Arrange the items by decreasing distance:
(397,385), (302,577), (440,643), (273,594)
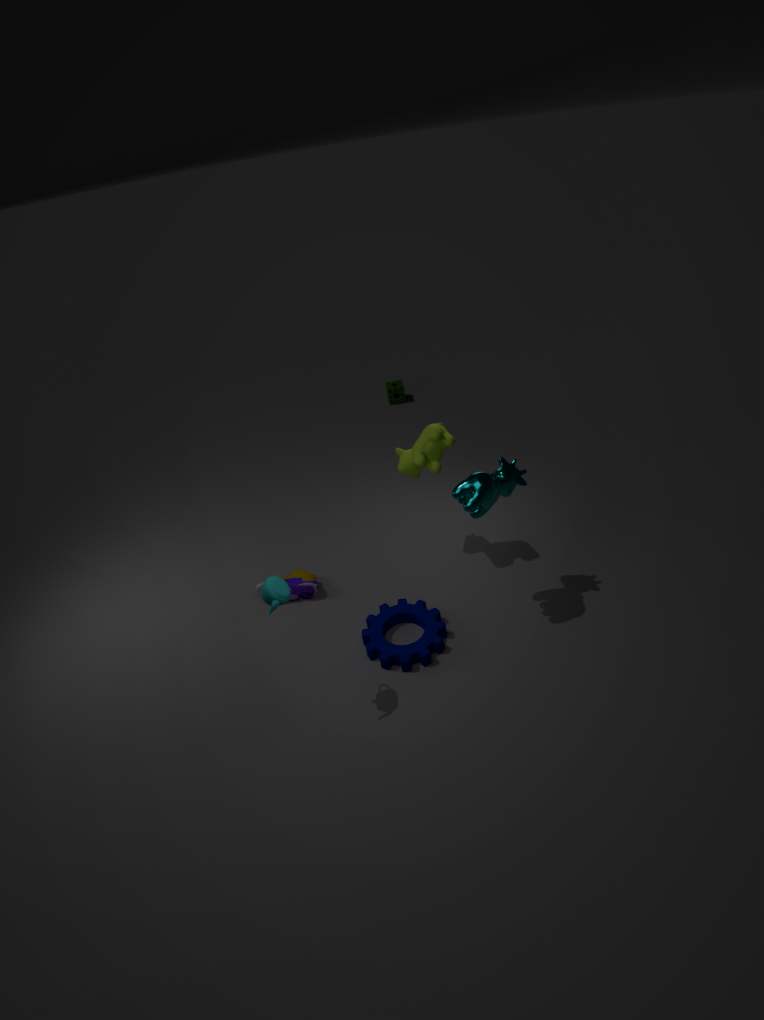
(397,385), (302,577), (440,643), (273,594)
